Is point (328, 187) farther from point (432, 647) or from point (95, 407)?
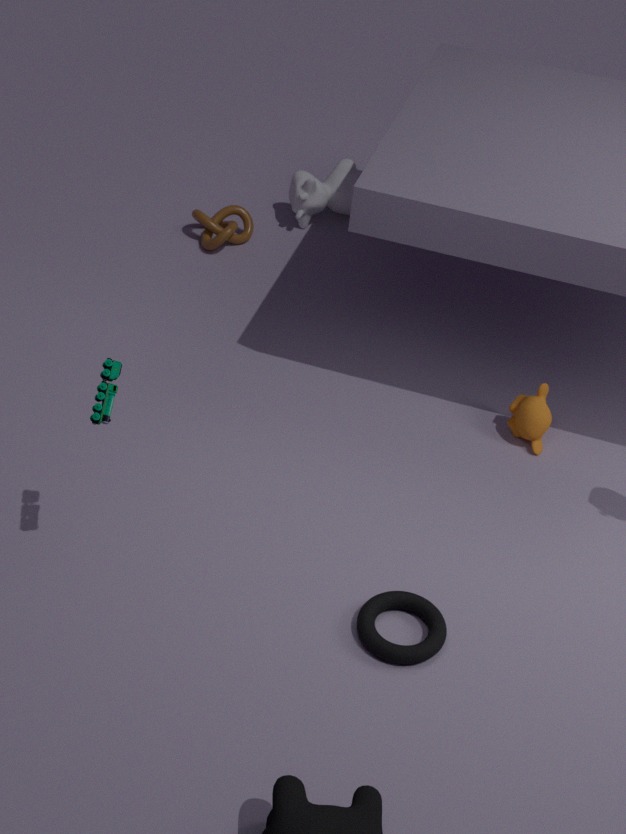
point (432, 647)
